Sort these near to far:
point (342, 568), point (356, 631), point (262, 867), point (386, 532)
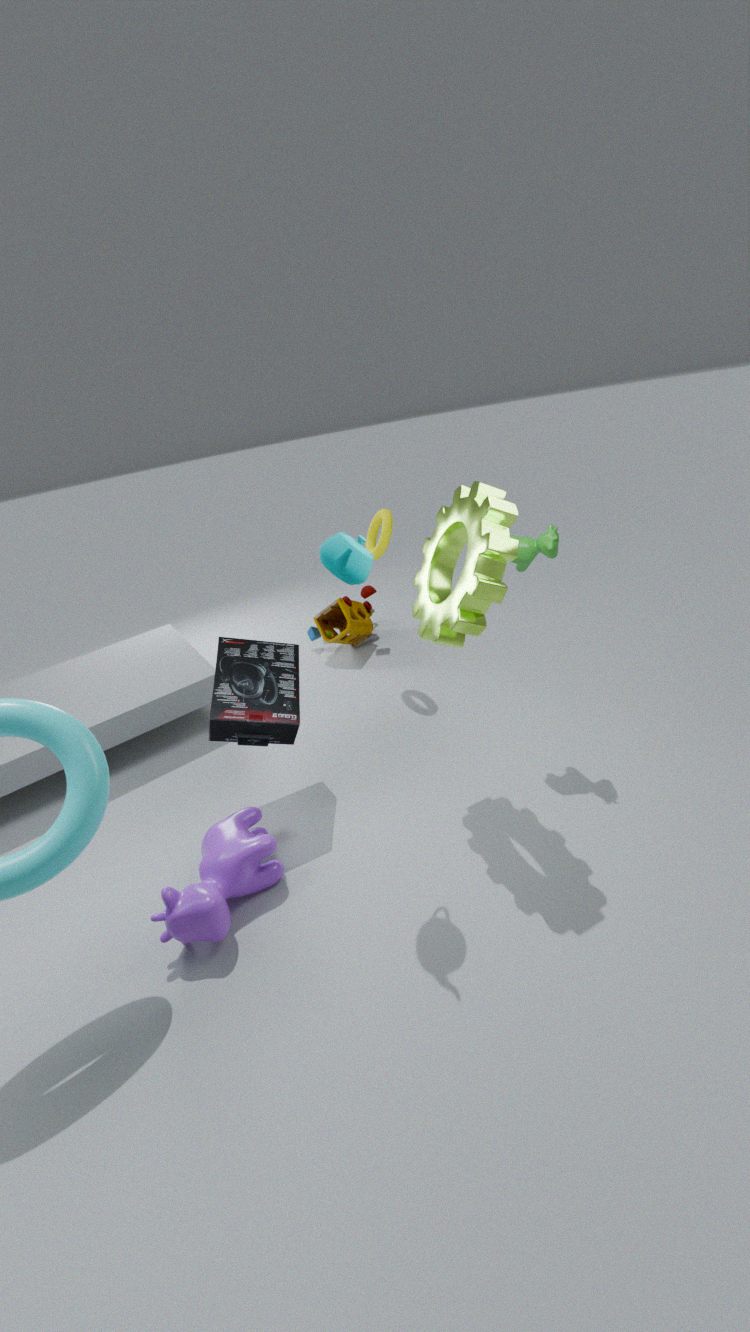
point (342, 568)
point (262, 867)
point (386, 532)
point (356, 631)
